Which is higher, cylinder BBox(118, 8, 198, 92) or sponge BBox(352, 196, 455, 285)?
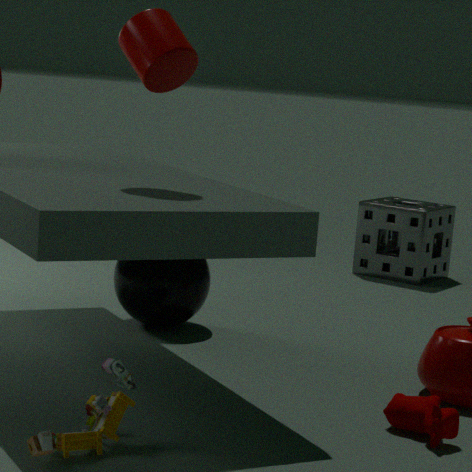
cylinder BBox(118, 8, 198, 92)
